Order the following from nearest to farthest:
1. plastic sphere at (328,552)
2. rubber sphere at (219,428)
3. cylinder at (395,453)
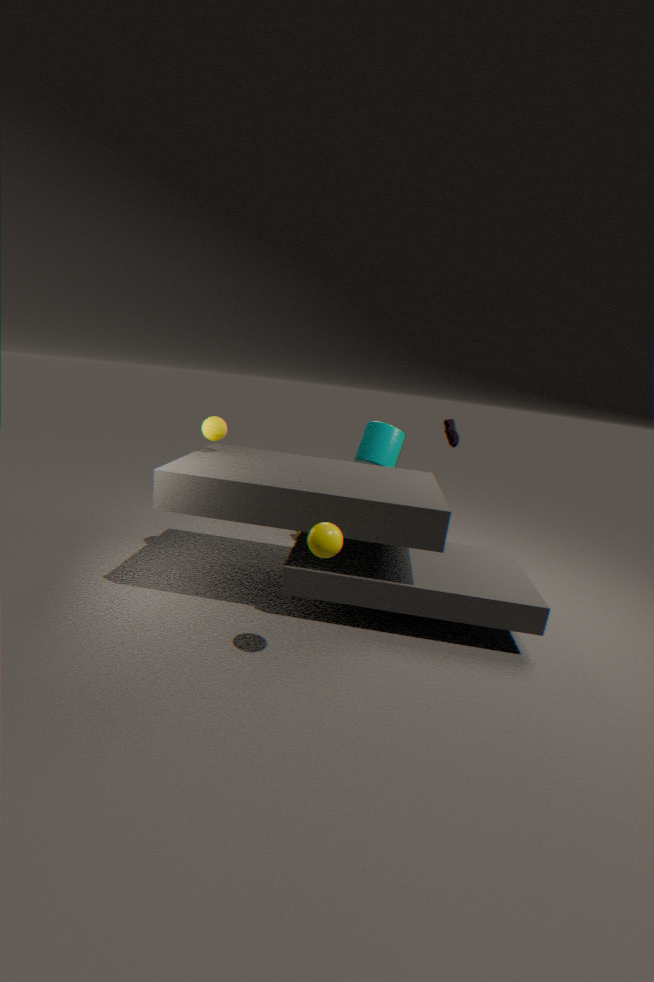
1. plastic sphere at (328,552)
2. rubber sphere at (219,428)
3. cylinder at (395,453)
